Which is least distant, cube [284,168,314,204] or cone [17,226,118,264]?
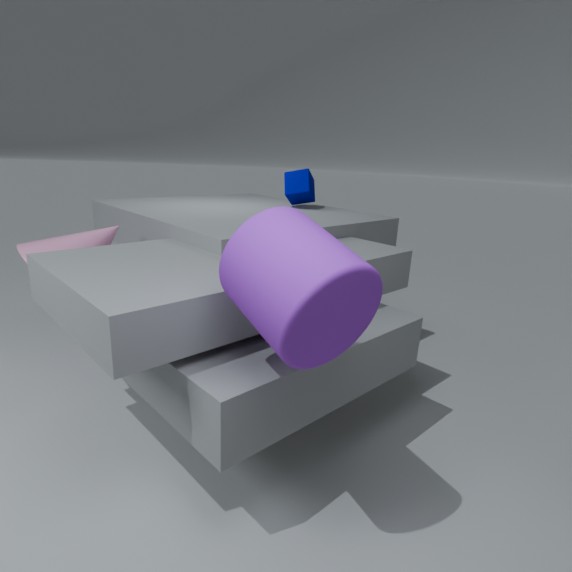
cone [17,226,118,264]
